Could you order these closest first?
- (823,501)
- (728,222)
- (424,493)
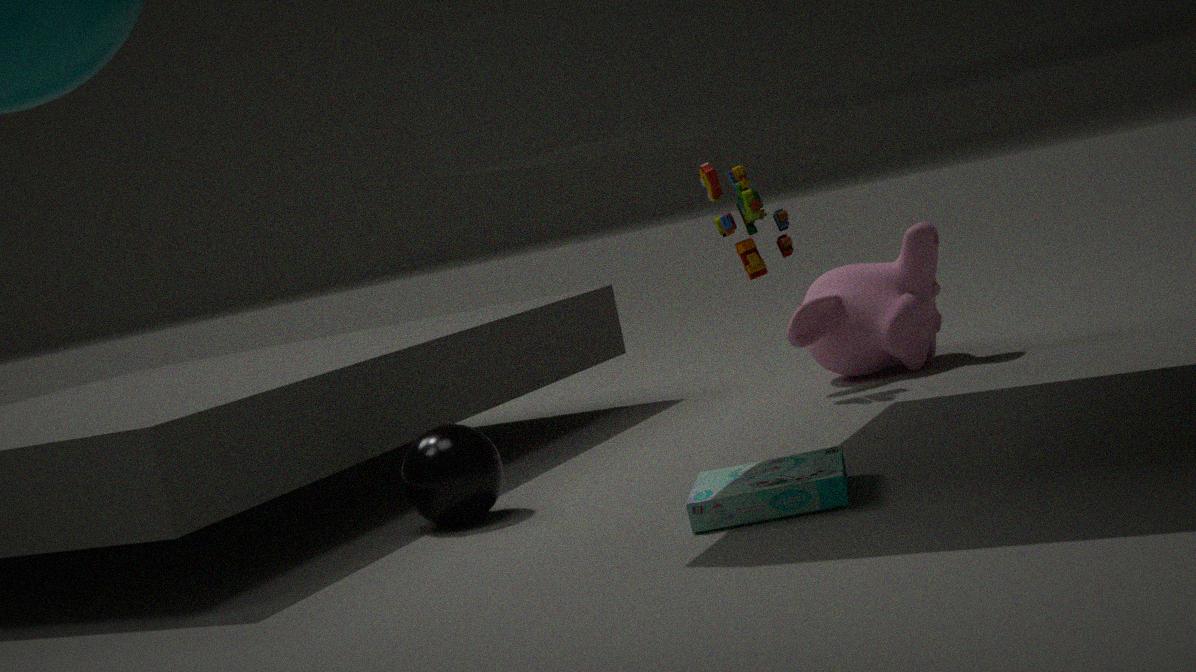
(823,501)
(424,493)
(728,222)
